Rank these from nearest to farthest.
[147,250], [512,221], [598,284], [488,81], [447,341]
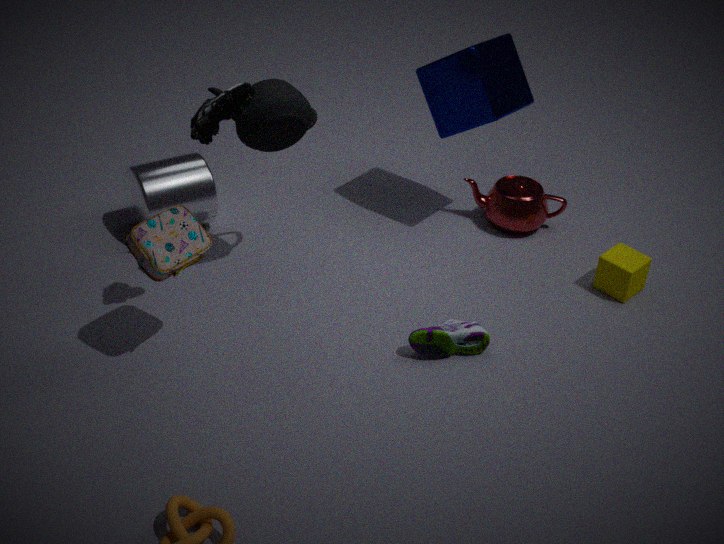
[147,250] → [447,341] → [488,81] → [598,284] → [512,221]
